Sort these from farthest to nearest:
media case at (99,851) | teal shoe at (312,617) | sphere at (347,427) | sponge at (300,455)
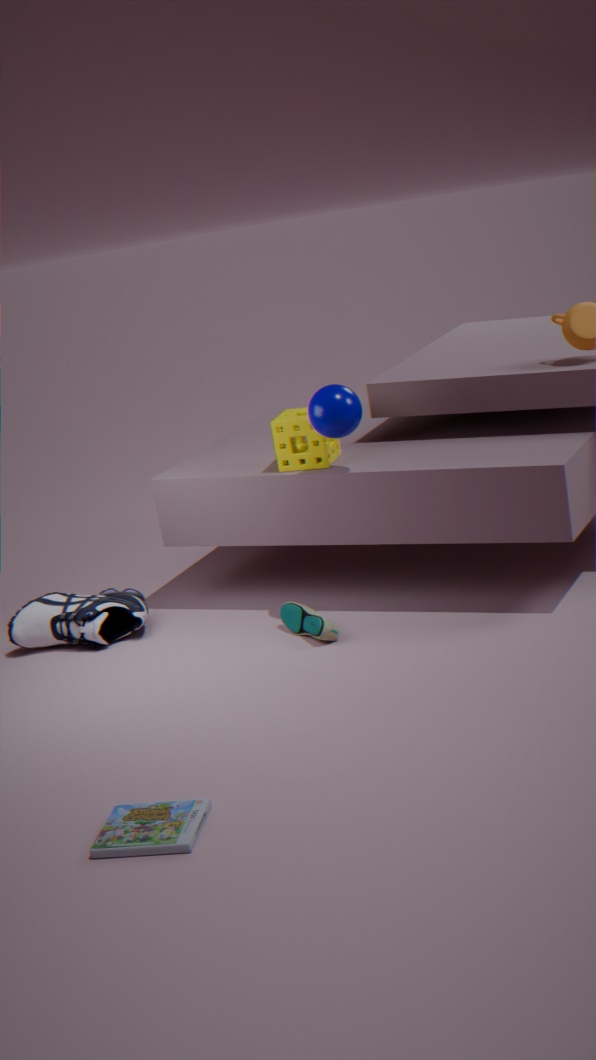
sponge at (300,455) < teal shoe at (312,617) < sphere at (347,427) < media case at (99,851)
